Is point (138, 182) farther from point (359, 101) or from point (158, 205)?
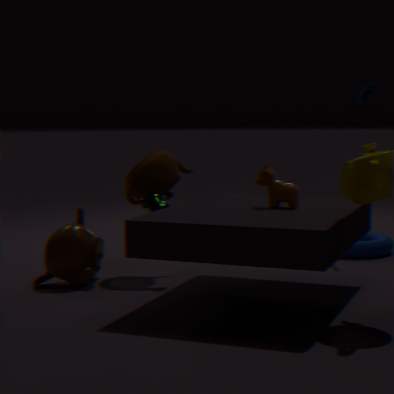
point (359, 101)
